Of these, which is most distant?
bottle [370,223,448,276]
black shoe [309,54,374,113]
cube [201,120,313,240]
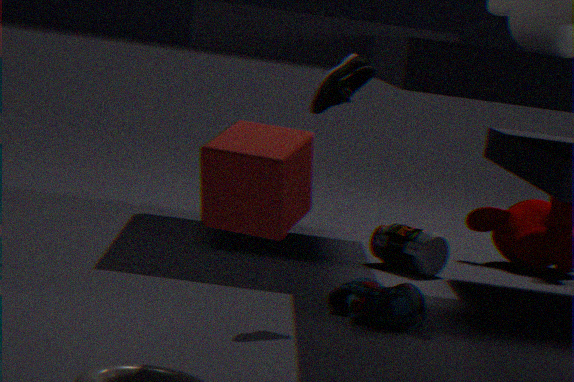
bottle [370,223,448,276]
